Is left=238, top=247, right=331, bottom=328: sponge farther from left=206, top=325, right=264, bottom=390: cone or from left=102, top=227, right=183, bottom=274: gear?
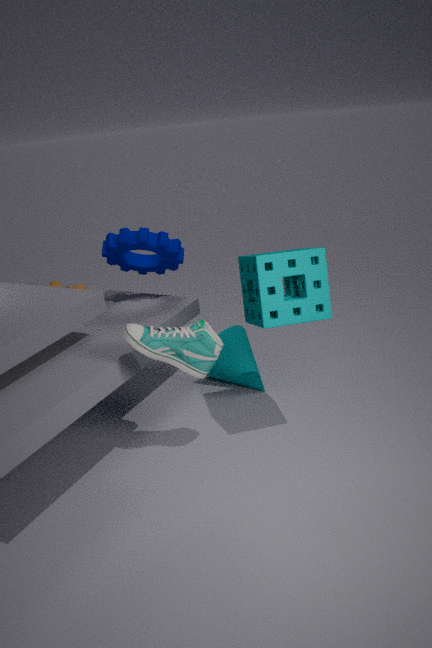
left=102, top=227, right=183, bottom=274: gear
